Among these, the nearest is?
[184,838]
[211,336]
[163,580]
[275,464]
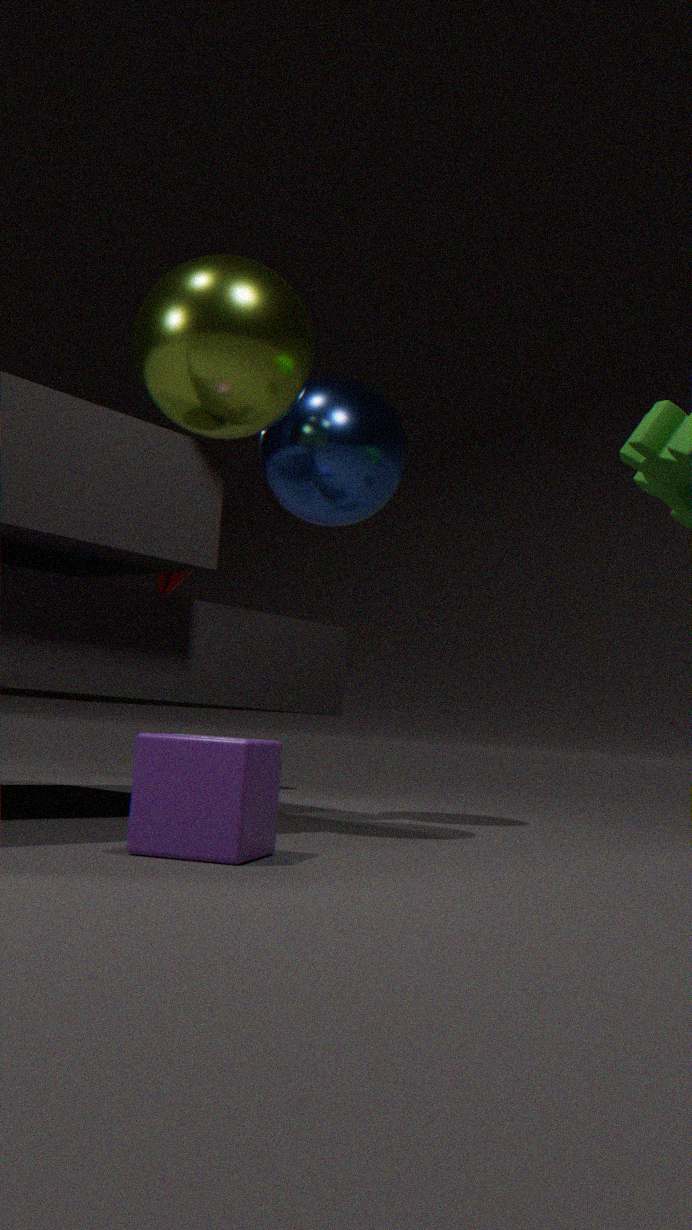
[184,838]
